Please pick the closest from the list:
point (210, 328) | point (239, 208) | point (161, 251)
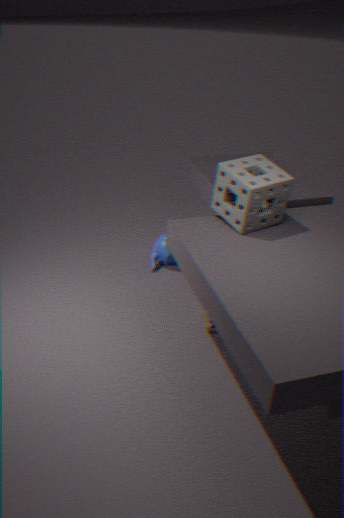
point (239, 208)
